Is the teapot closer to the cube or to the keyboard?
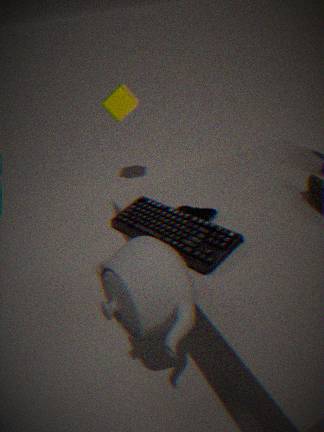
the keyboard
